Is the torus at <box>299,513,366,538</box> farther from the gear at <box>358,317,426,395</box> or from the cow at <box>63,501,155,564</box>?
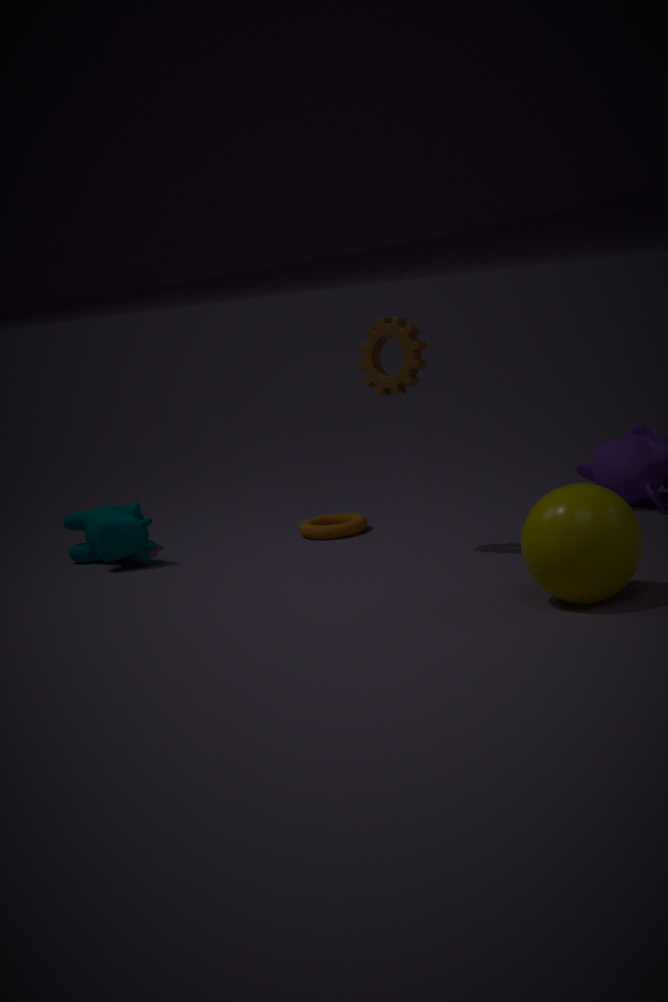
the gear at <box>358,317,426,395</box>
